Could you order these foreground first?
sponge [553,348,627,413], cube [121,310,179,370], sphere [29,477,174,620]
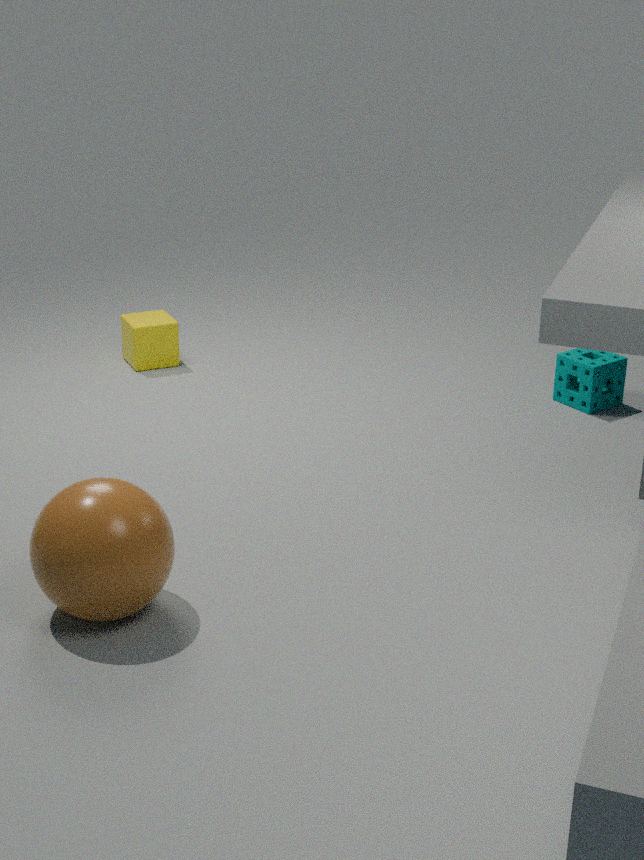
sphere [29,477,174,620]
sponge [553,348,627,413]
cube [121,310,179,370]
